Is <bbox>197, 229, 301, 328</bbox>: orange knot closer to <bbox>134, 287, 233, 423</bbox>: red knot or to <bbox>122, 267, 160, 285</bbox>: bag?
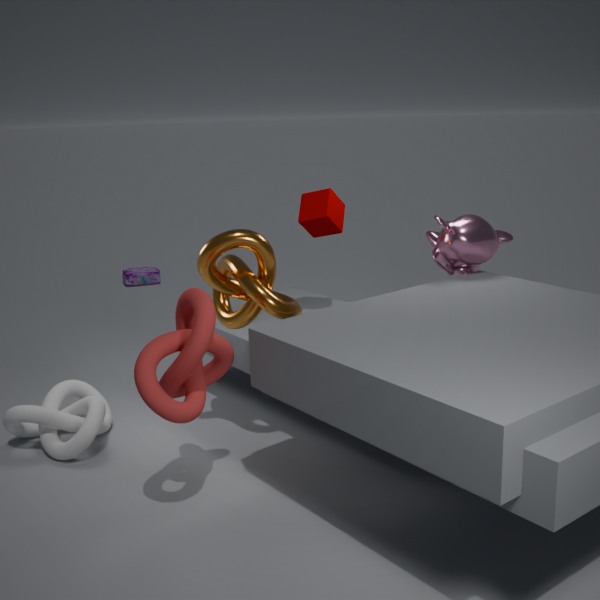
<bbox>134, 287, 233, 423</bbox>: red knot
